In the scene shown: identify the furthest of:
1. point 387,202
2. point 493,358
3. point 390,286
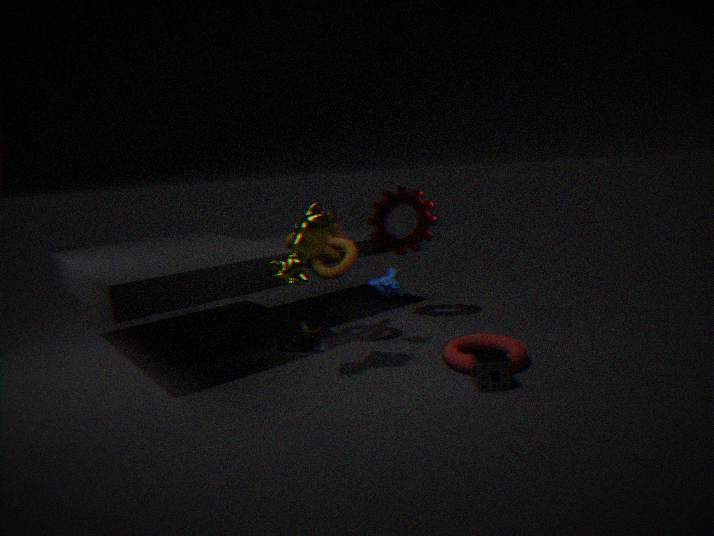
point 387,202
